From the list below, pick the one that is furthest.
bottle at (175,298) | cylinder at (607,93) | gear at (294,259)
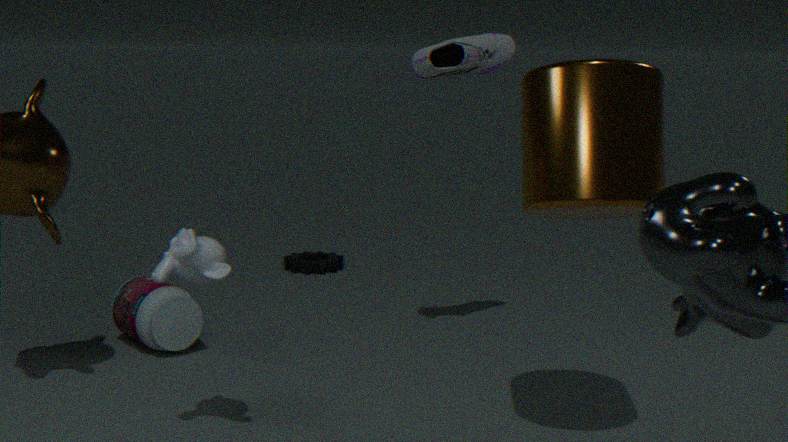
gear at (294,259)
